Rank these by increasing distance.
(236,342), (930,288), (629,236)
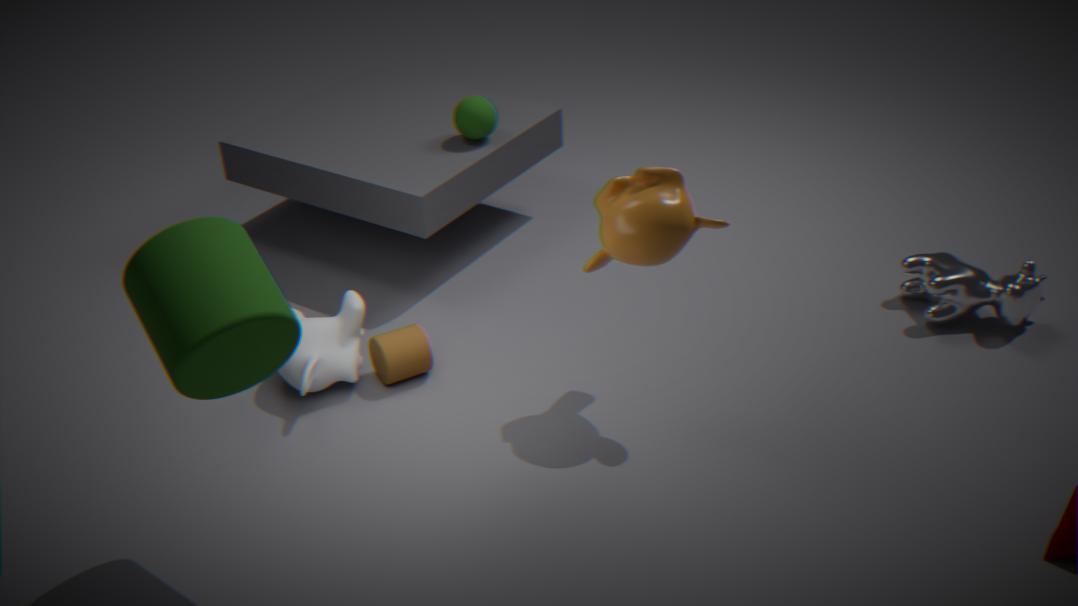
(236,342) → (629,236) → (930,288)
